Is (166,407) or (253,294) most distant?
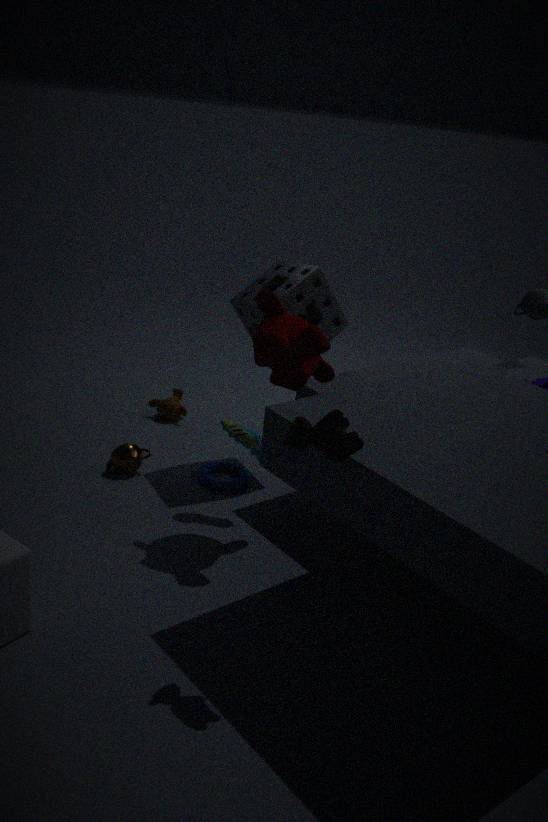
(166,407)
